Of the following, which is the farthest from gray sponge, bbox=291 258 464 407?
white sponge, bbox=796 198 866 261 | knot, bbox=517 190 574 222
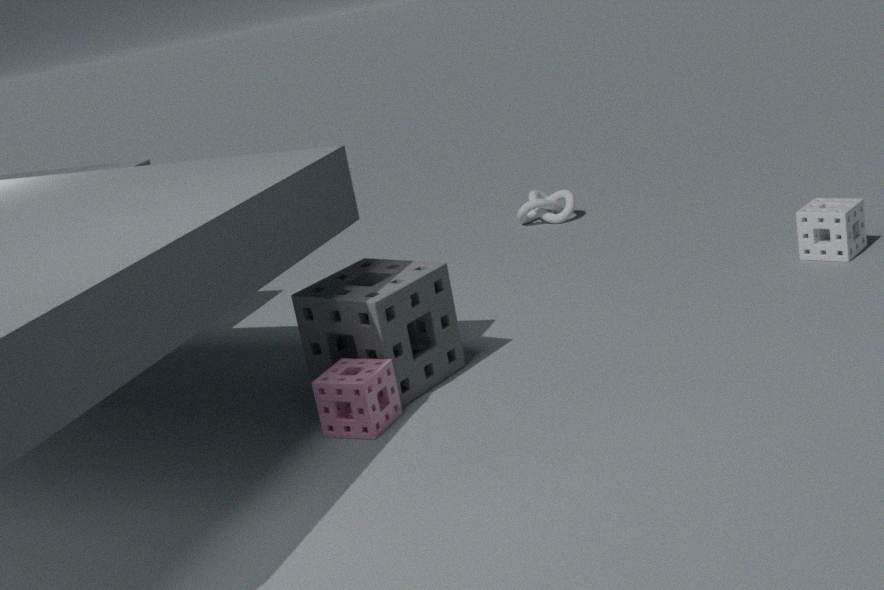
knot, bbox=517 190 574 222
